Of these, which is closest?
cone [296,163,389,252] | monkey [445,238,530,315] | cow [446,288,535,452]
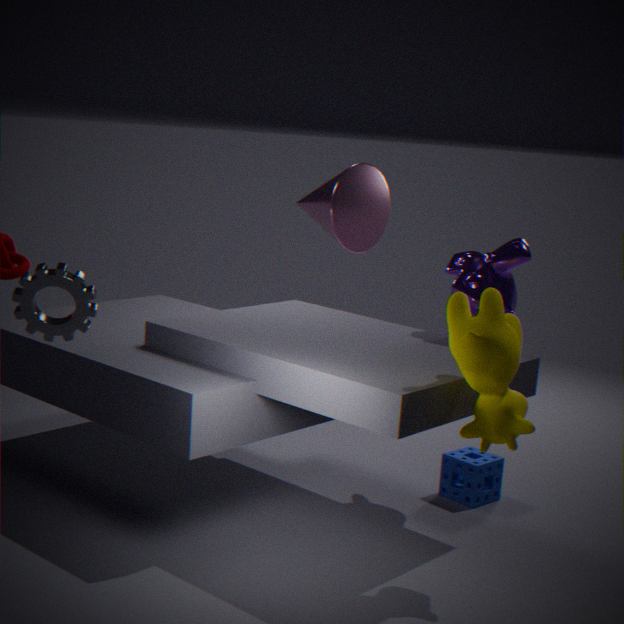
cow [446,288,535,452]
